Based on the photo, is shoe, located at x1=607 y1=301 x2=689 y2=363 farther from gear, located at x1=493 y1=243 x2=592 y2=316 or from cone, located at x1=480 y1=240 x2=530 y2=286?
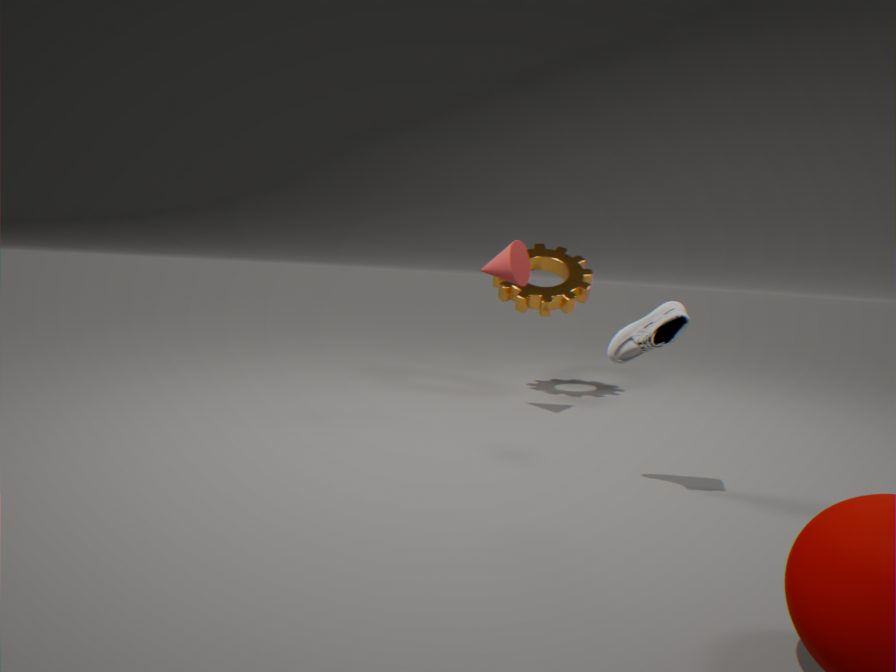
gear, located at x1=493 y1=243 x2=592 y2=316
